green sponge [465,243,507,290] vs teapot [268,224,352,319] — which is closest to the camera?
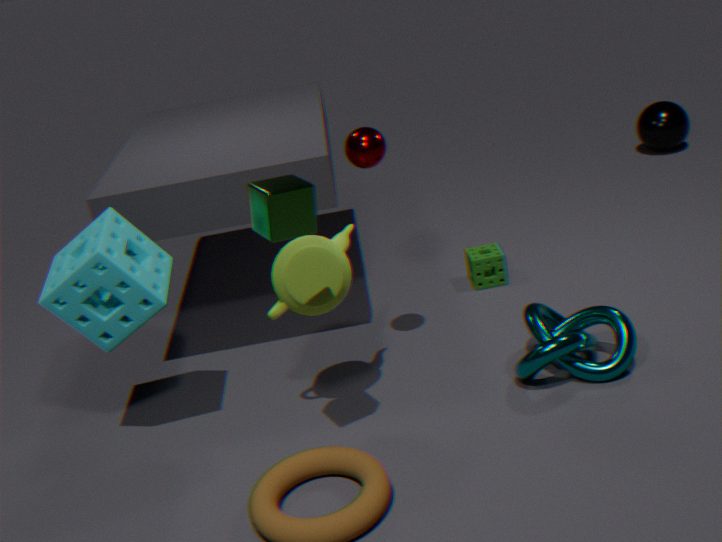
teapot [268,224,352,319]
